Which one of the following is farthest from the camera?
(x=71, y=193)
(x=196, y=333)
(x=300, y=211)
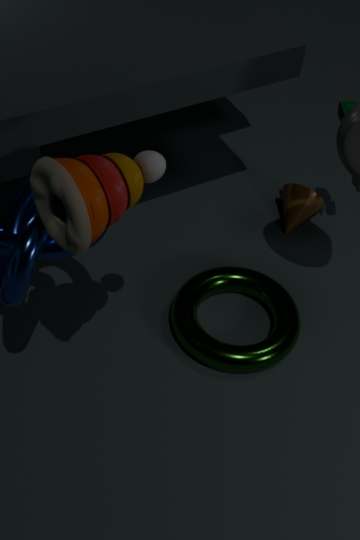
(x=300, y=211)
